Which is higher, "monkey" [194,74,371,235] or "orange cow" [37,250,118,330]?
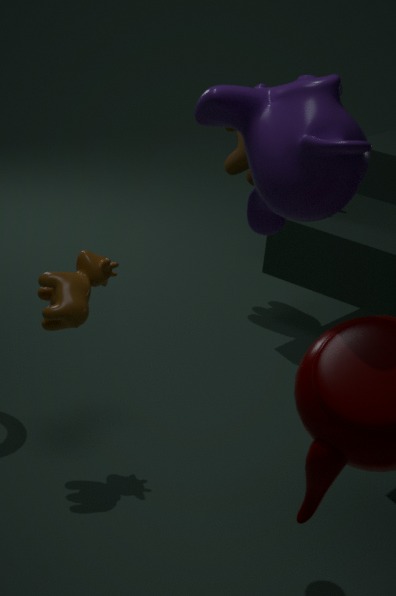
"monkey" [194,74,371,235]
